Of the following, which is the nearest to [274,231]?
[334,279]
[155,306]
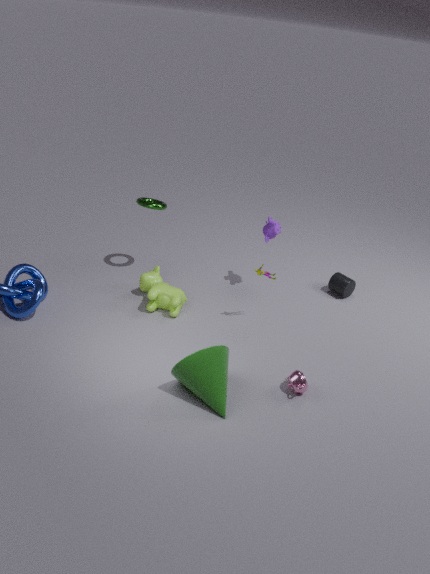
[334,279]
